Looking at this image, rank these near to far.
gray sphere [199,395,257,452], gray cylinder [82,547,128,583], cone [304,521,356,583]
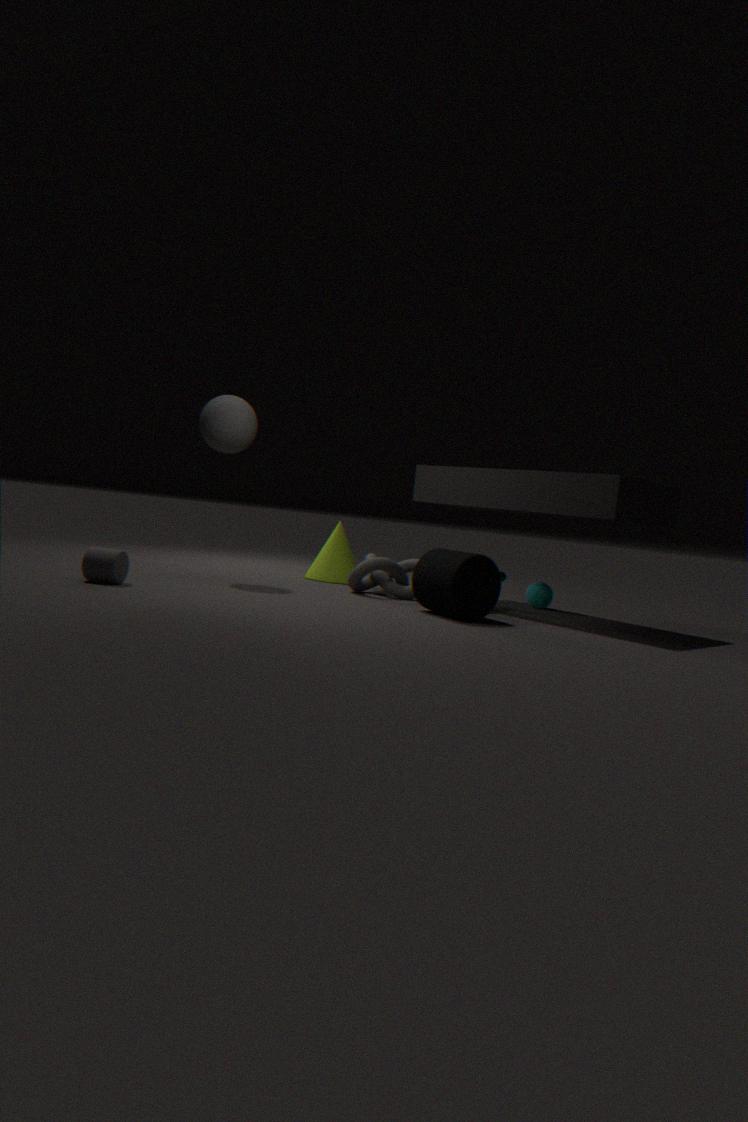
gray cylinder [82,547,128,583]
gray sphere [199,395,257,452]
cone [304,521,356,583]
